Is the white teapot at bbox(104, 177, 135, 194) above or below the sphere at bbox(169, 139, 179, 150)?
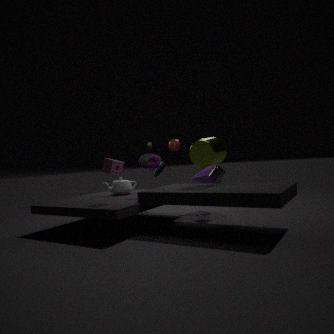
below
